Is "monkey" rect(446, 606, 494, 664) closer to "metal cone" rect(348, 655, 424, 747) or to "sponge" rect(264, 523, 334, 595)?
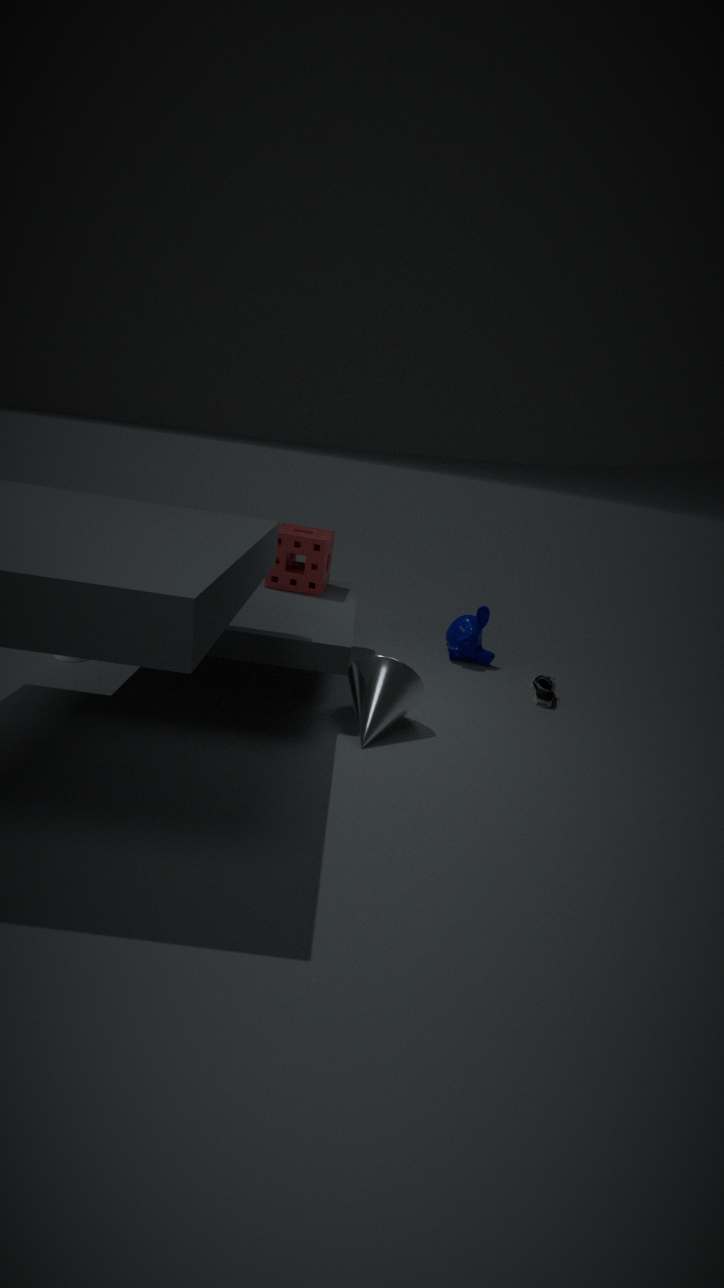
"sponge" rect(264, 523, 334, 595)
